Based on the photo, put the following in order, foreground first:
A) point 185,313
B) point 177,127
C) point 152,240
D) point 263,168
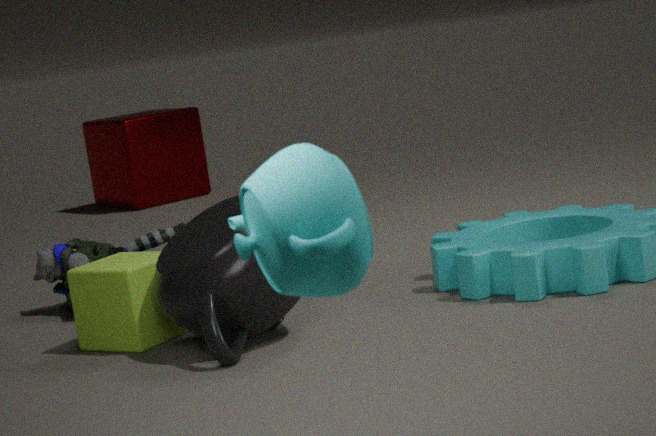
point 263,168
point 185,313
point 152,240
point 177,127
